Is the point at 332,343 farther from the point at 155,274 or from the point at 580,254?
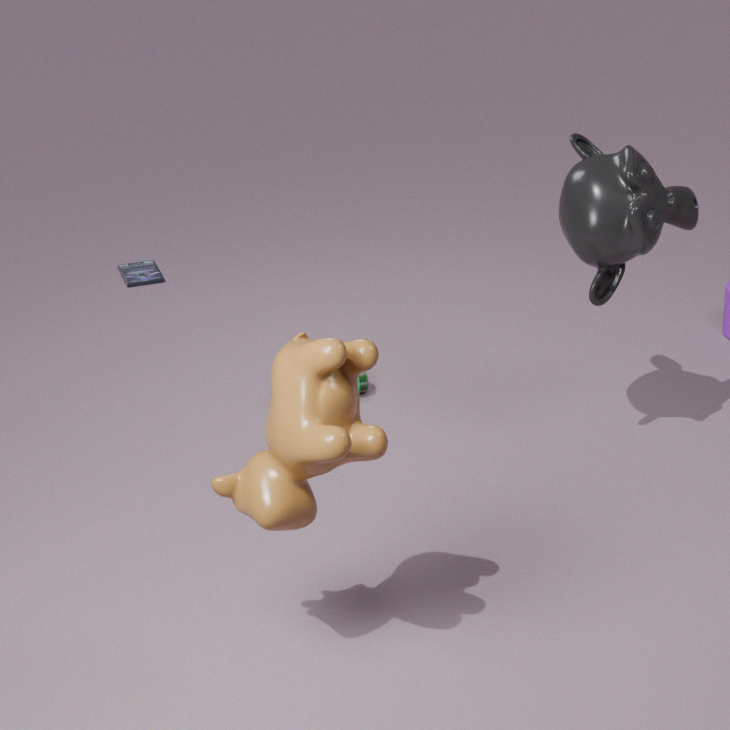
the point at 155,274
